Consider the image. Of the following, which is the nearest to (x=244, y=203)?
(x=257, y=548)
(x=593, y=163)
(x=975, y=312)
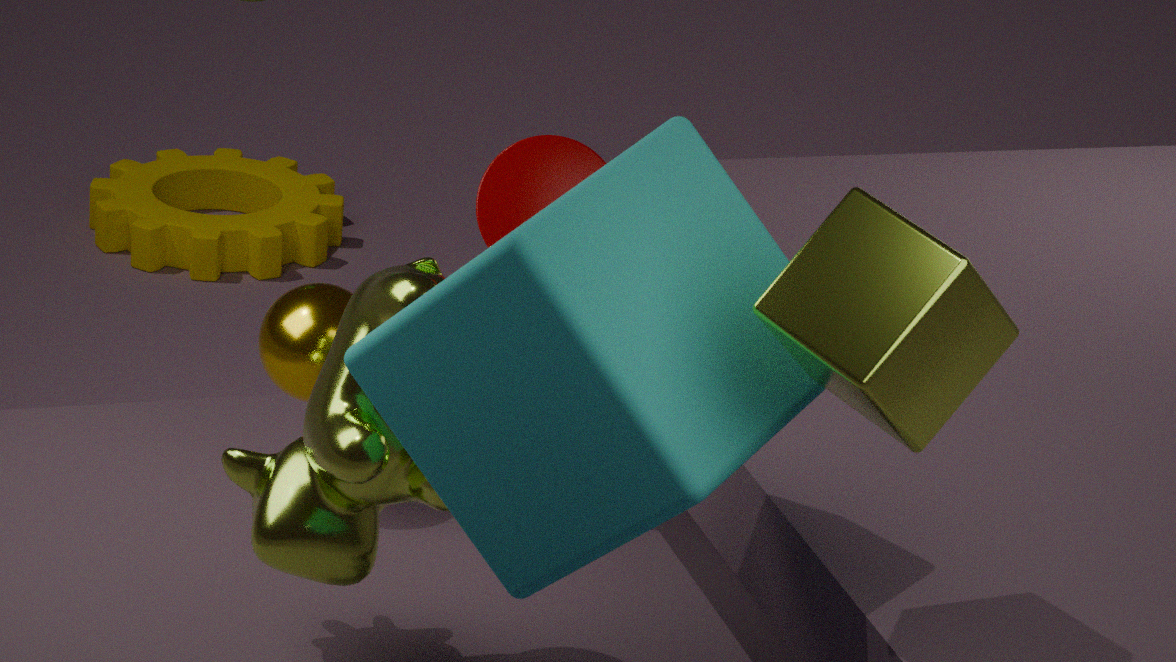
(x=593, y=163)
